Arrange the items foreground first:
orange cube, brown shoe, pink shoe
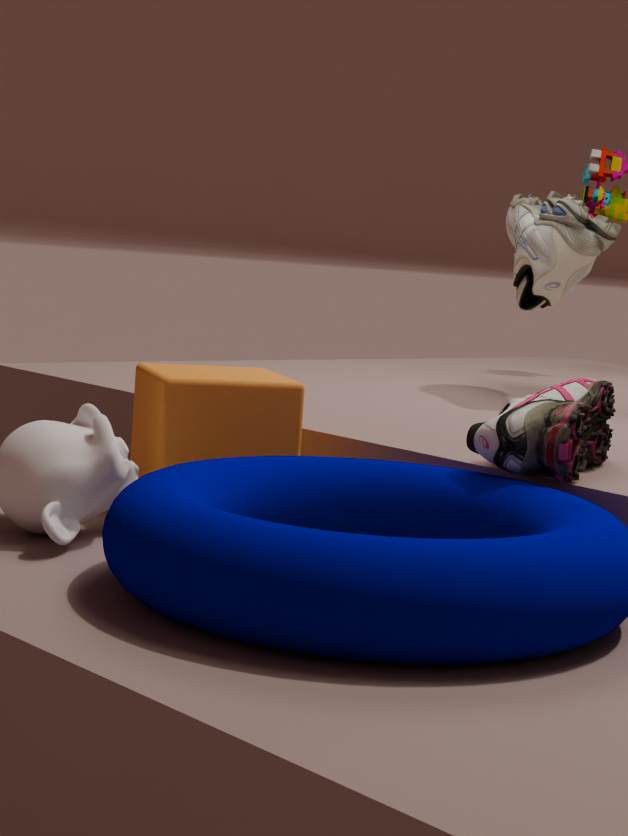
pink shoe, orange cube, brown shoe
